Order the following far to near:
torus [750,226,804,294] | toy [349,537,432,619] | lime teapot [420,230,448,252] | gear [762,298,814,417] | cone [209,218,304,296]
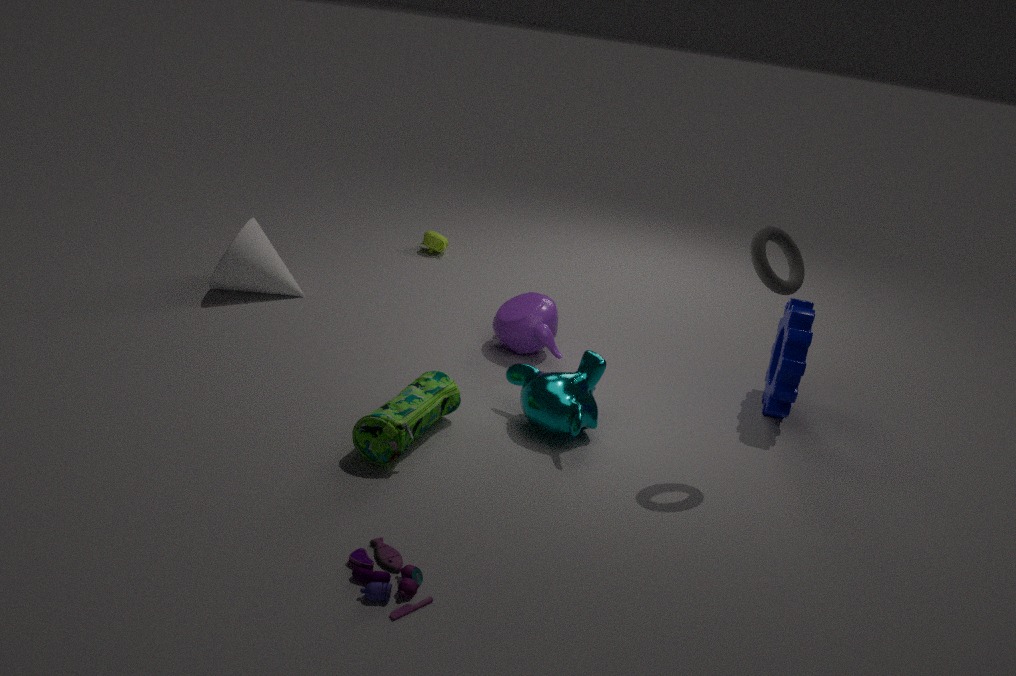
1. lime teapot [420,230,448,252]
2. cone [209,218,304,296]
3. gear [762,298,814,417]
4. torus [750,226,804,294]
5. toy [349,537,432,619]
